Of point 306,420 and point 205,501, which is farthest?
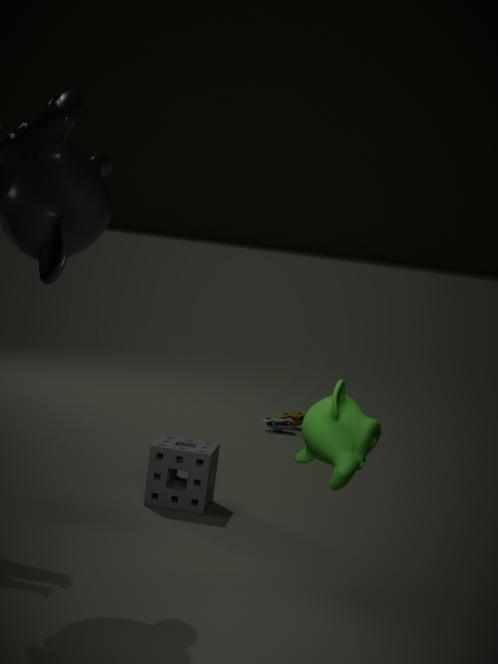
point 205,501
